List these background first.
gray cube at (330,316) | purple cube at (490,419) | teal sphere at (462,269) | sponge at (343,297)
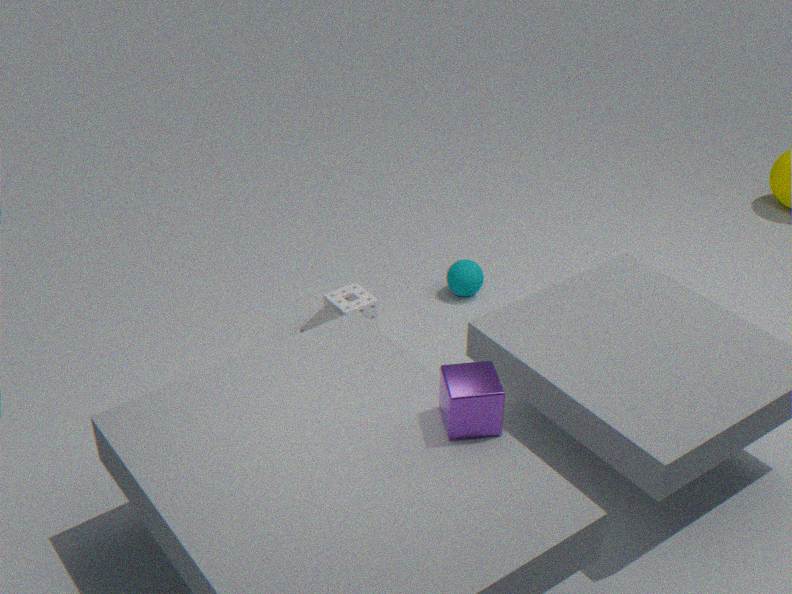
teal sphere at (462,269) < sponge at (343,297) < gray cube at (330,316) < purple cube at (490,419)
